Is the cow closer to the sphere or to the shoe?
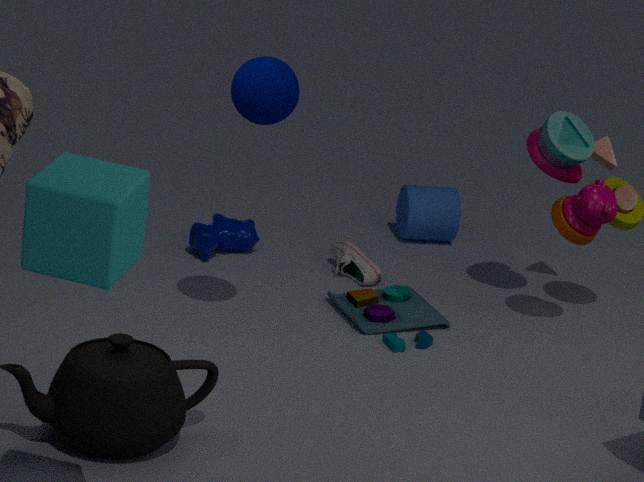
the shoe
